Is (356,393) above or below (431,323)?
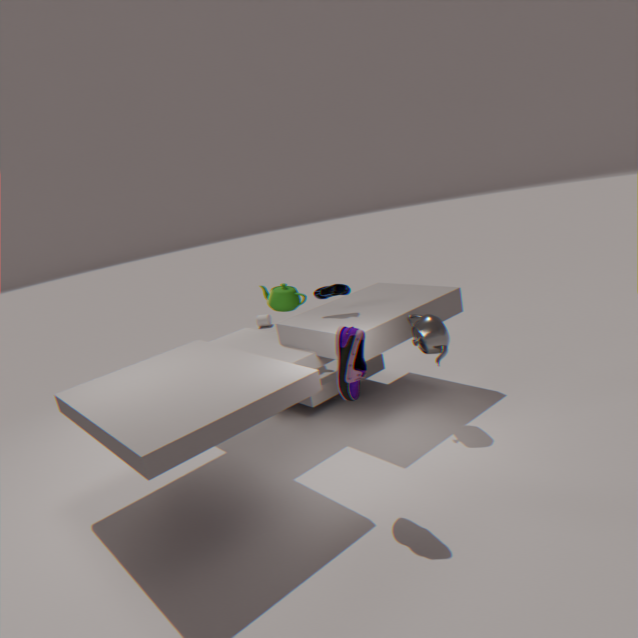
above
